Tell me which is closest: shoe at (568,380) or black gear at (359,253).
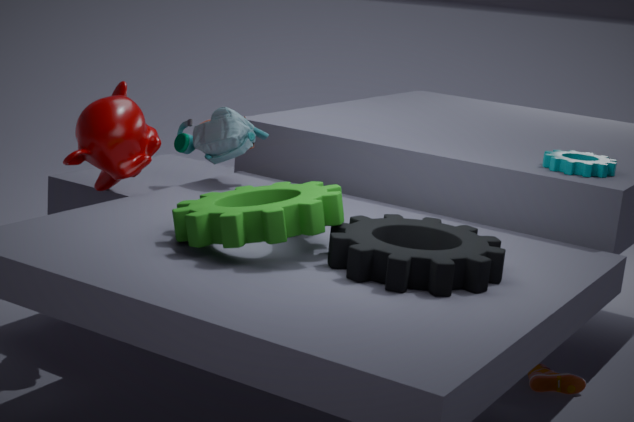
black gear at (359,253)
